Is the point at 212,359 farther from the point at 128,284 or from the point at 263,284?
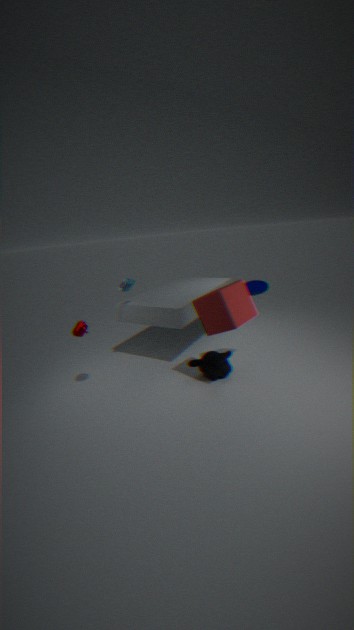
the point at 128,284
